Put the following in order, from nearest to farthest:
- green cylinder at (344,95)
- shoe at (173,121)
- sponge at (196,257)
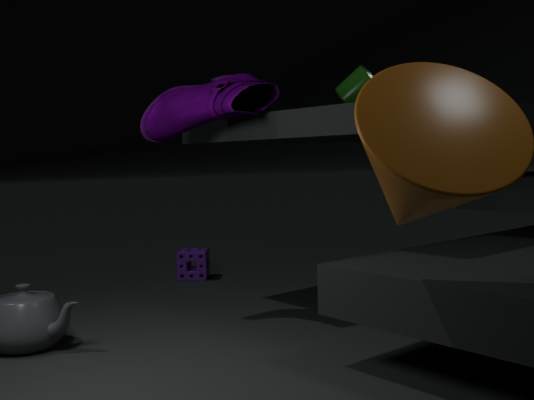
1. shoe at (173,121)
2. green cylinder at (344,95)
3. sponge at (196,257)
